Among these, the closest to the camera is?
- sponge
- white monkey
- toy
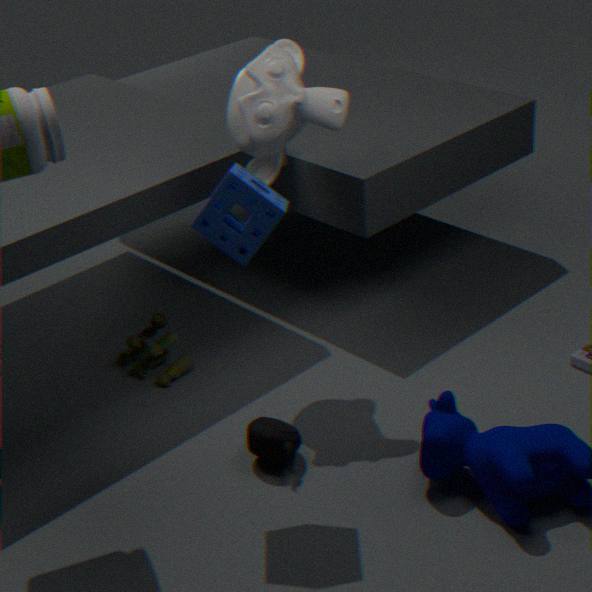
sponge
